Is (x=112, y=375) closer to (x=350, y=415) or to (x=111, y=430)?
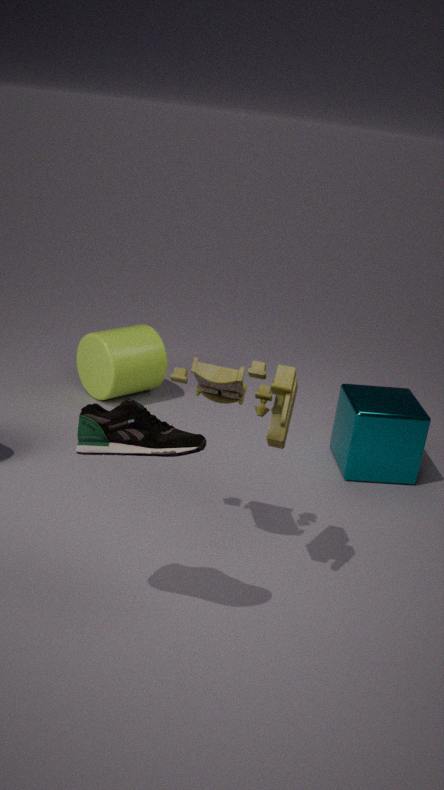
(x=350, y=415)
